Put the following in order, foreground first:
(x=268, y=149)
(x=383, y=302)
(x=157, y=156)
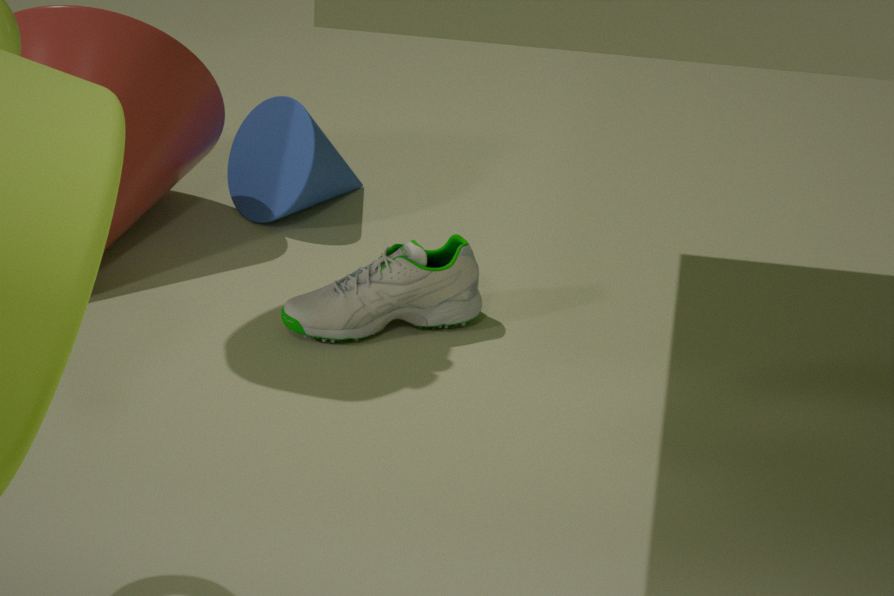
(x=383, y=302) → (x=157, y=156) → (x=268, y=149)
